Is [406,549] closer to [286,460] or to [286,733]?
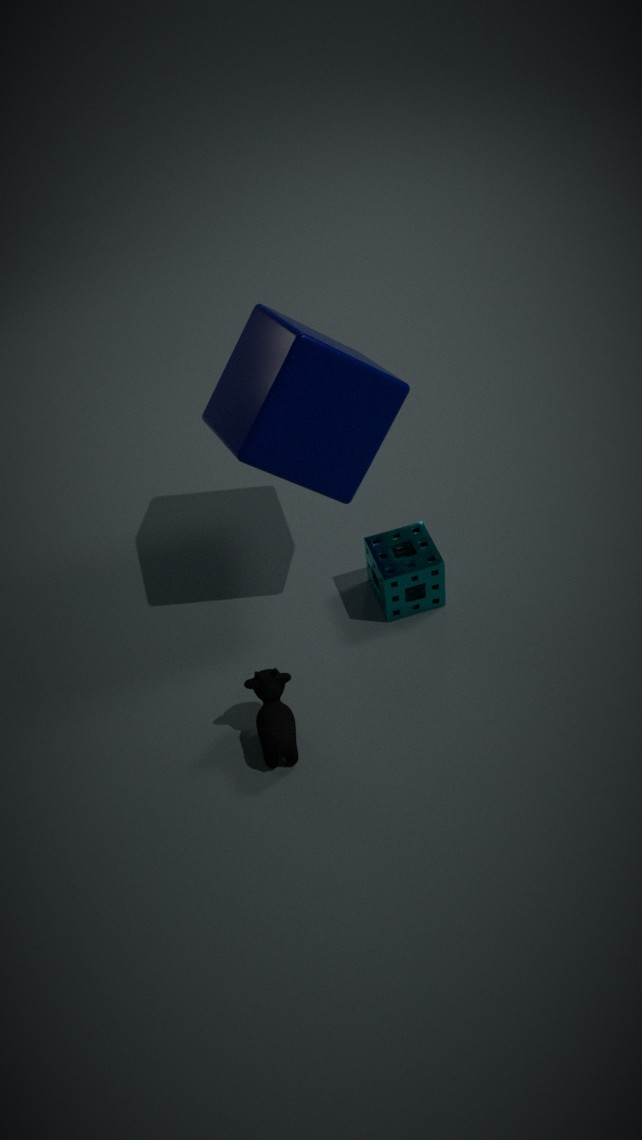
[286,460]
